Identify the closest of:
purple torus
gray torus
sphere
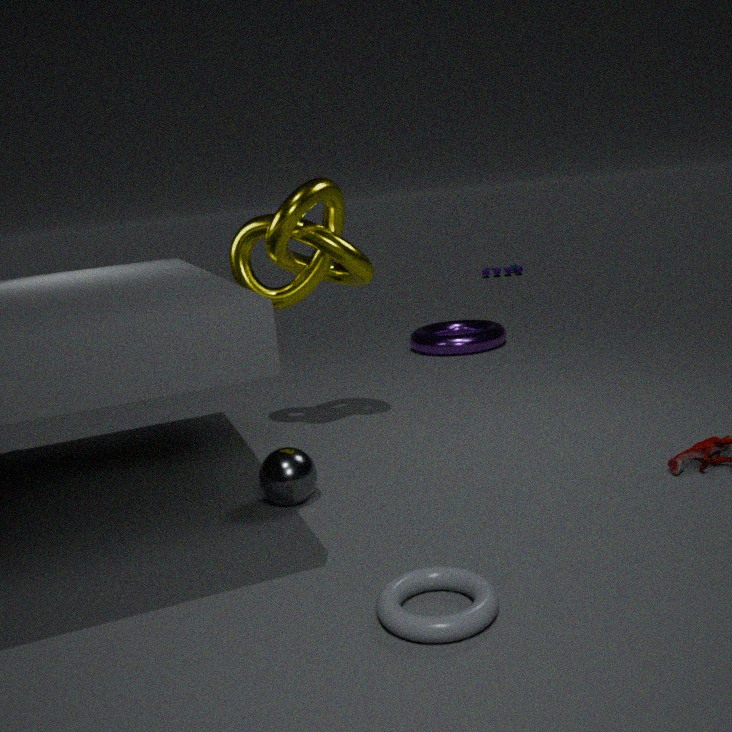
gray torus
